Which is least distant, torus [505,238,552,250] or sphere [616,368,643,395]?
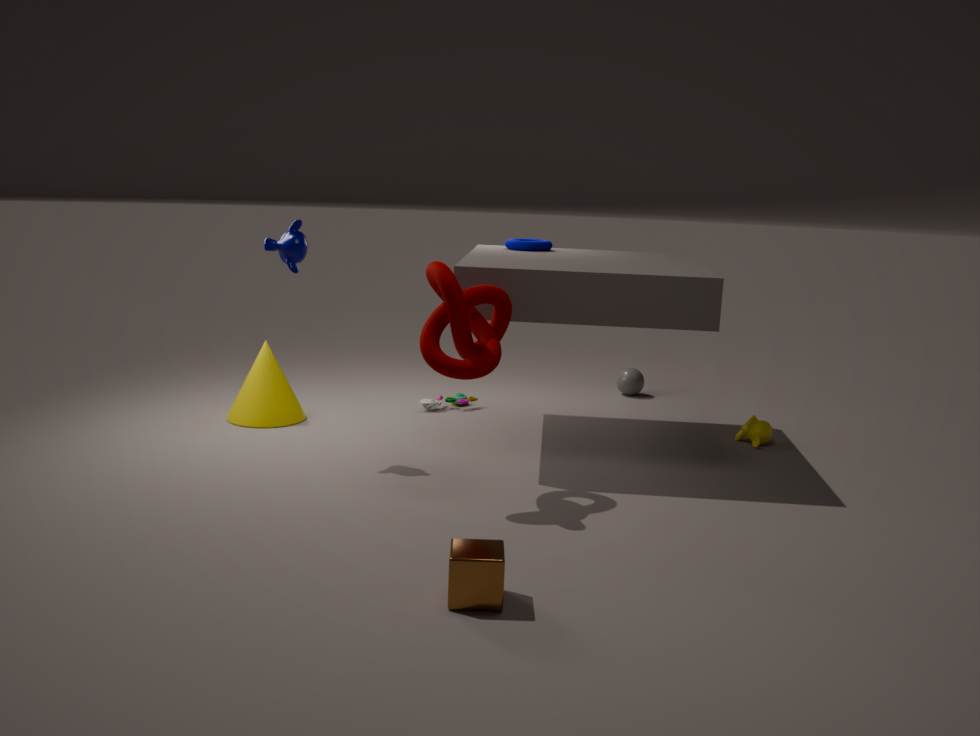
torus [505,238,552,250]
